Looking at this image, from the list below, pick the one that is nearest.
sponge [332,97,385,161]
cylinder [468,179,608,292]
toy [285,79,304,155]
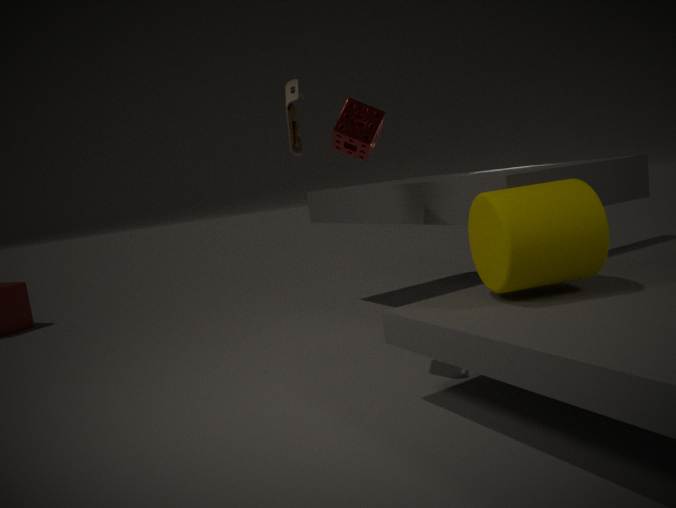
cylinder [468,179,608,292]
